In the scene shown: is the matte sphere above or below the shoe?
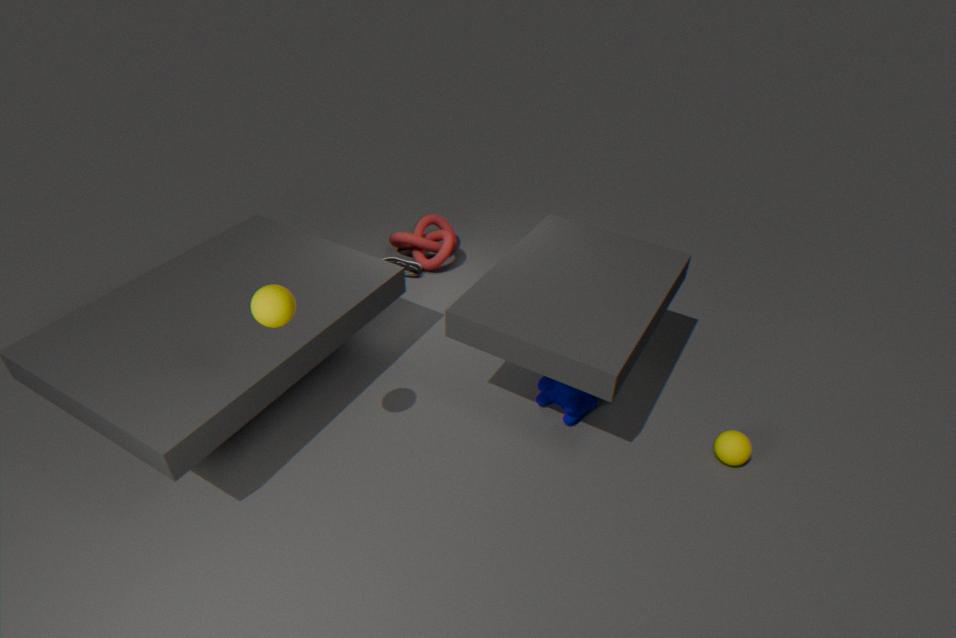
above
